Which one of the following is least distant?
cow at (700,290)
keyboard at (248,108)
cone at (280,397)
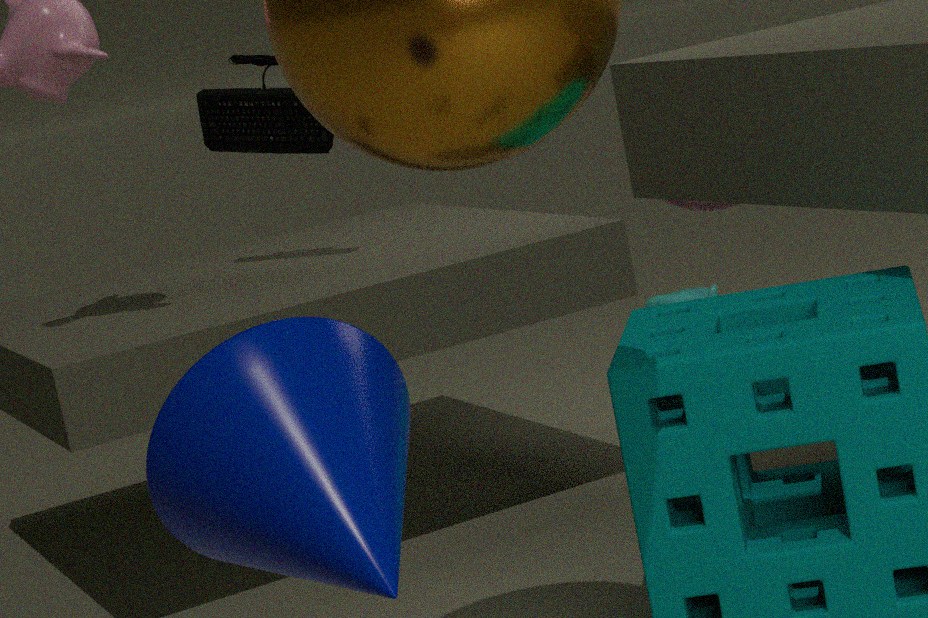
cone at (280,397)
